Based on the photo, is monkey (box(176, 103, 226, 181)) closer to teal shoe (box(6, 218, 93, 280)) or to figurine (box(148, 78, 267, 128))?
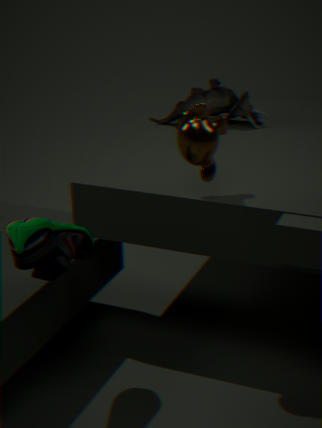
teal shoe (box(6, 218, 93, 280))
